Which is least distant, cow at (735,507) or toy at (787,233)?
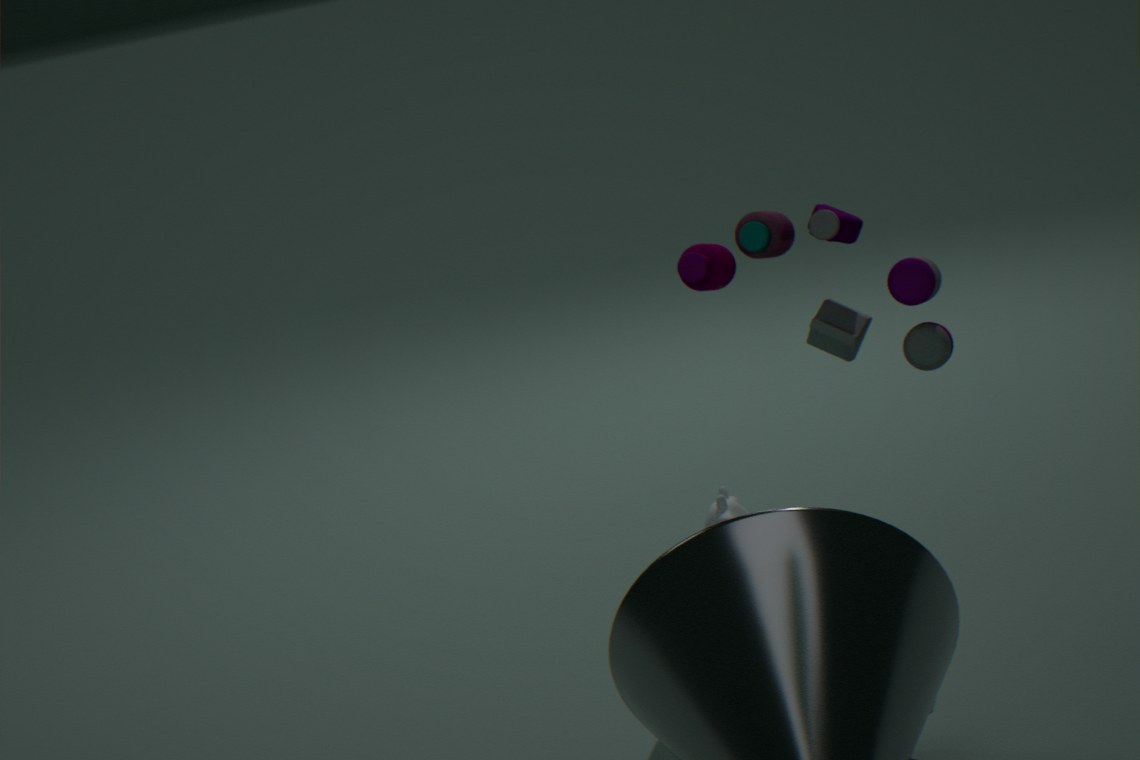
toy at (787,233)
